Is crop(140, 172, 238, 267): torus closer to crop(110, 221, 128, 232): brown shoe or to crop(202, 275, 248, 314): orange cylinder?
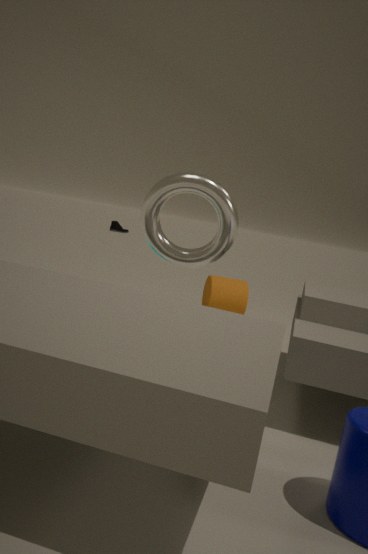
crop(202, 275, 248, 314): orange cylinder
